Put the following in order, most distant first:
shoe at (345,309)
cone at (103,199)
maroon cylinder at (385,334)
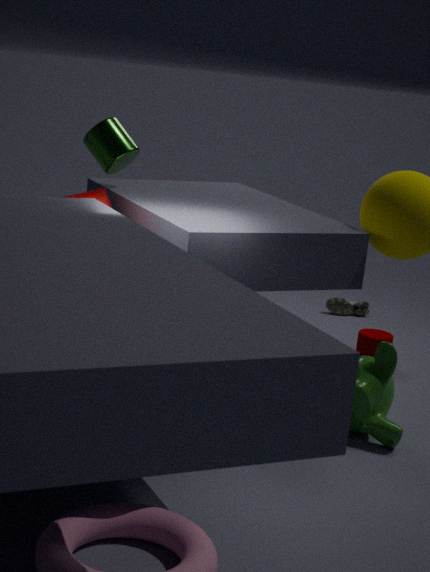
shoe at (345,309), maroon cylinder at (385,334), cone at (103,199)
